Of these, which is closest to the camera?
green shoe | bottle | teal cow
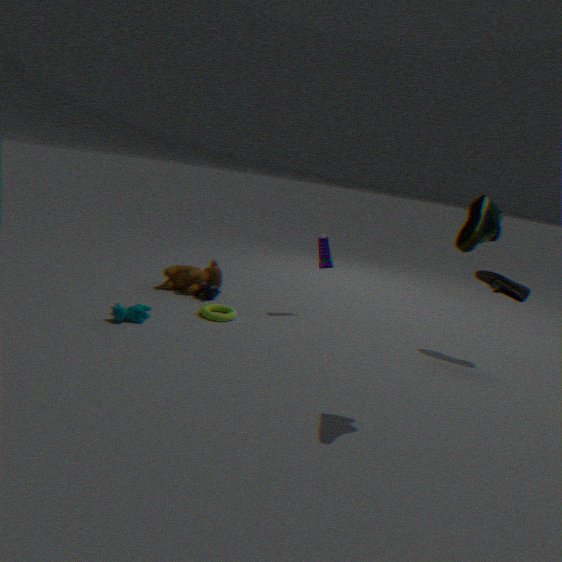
green shoe
